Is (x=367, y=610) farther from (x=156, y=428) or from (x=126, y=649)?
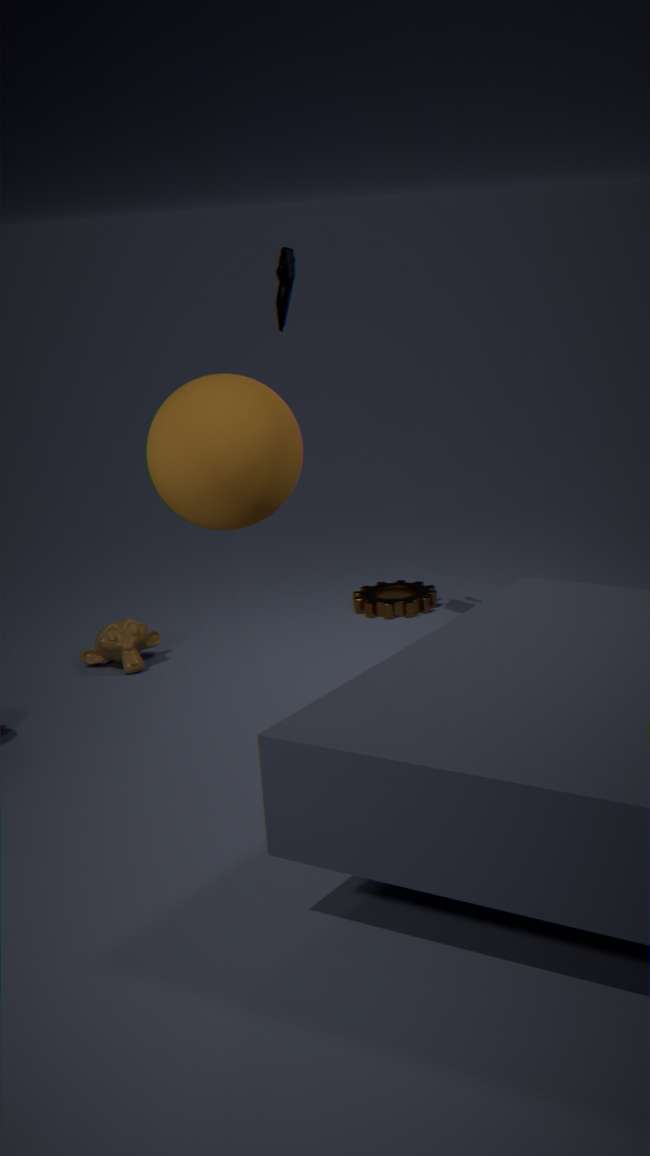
(x=156, y=428)
